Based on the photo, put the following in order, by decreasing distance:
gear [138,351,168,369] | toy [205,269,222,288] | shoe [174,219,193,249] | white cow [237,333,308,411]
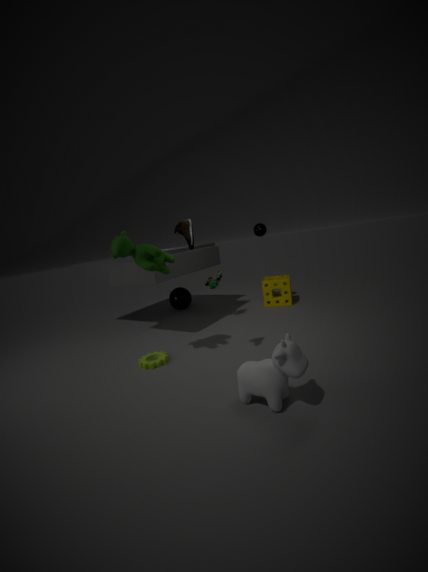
toy [205,269,222,288]
gear [138,351,168,369]
shoe [174,219,193,249]
white cow [237,333,308,411]
